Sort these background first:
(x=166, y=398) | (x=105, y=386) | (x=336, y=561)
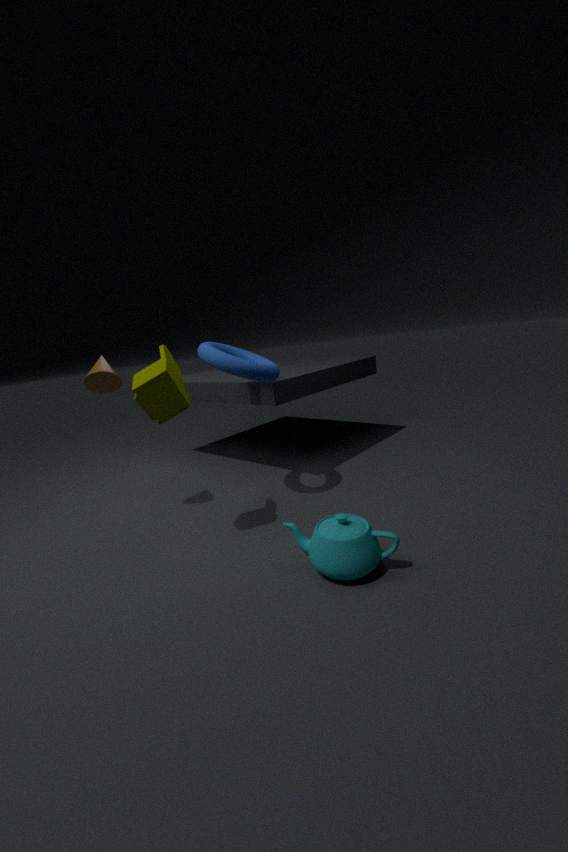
(x=105, y=386) → (x=166, y=398) → (x=336, y=561)
